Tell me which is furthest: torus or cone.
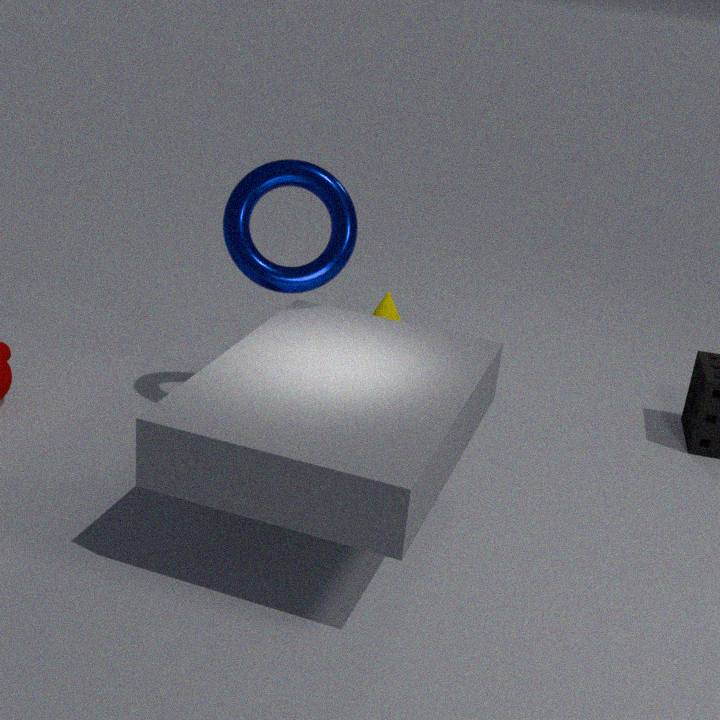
cone
